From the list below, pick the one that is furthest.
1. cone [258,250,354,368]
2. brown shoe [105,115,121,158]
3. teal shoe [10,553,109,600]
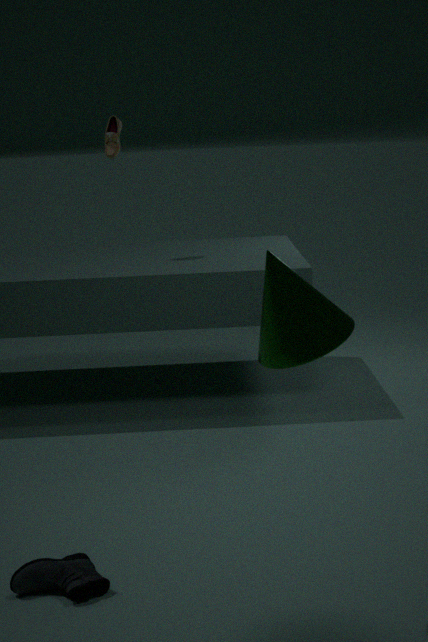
brown shoe [105,115,121,158]
